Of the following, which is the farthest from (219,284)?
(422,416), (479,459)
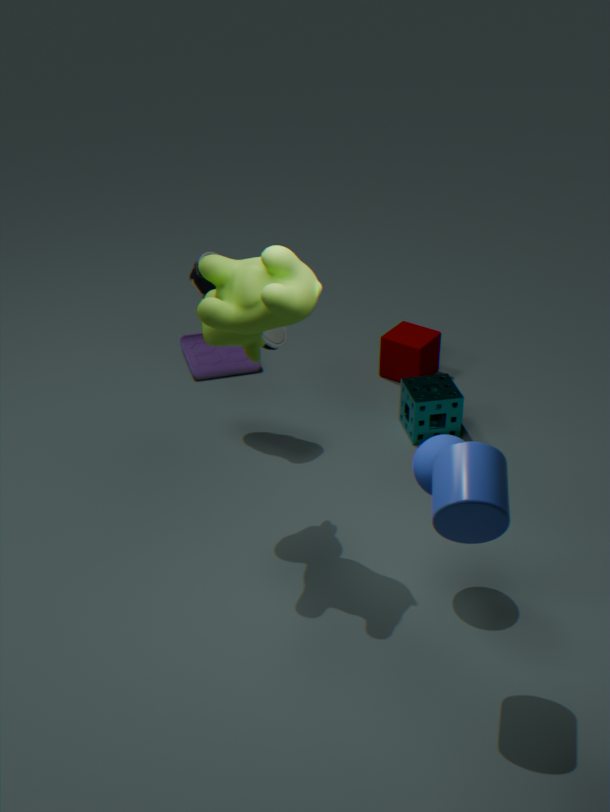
(422,416)
